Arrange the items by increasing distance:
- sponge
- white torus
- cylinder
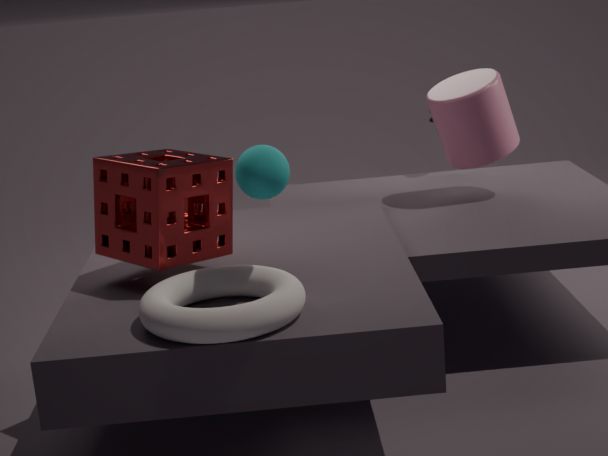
white torus < sponge < cylinder
